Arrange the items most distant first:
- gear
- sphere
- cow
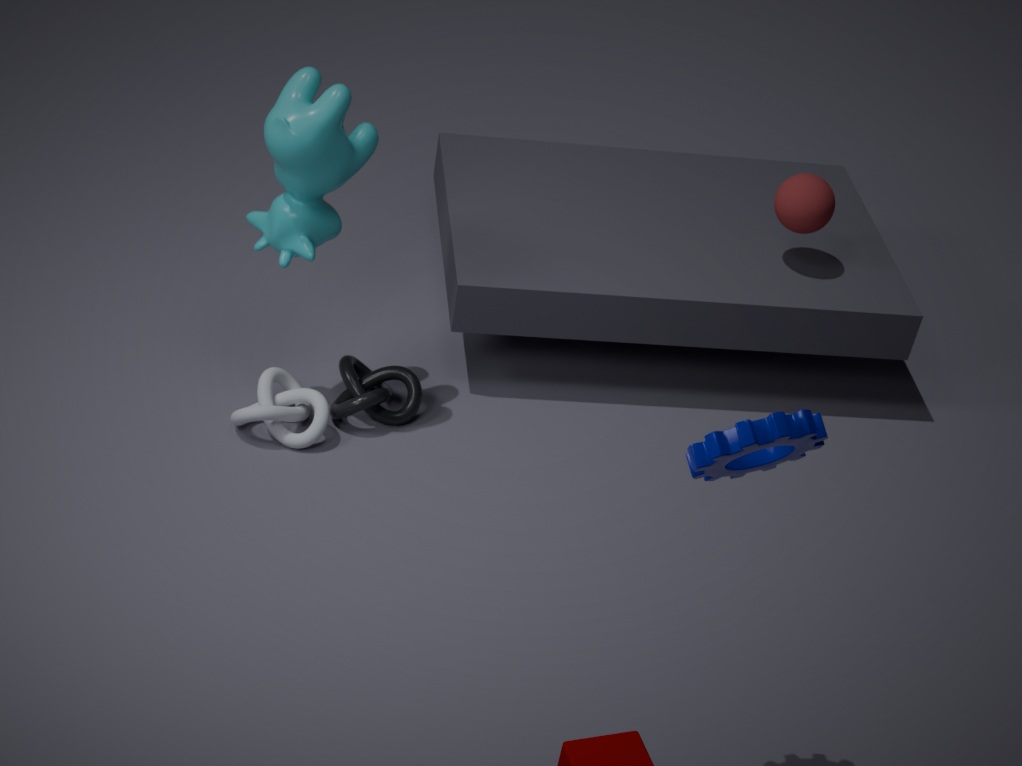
sphere, cow, gear
